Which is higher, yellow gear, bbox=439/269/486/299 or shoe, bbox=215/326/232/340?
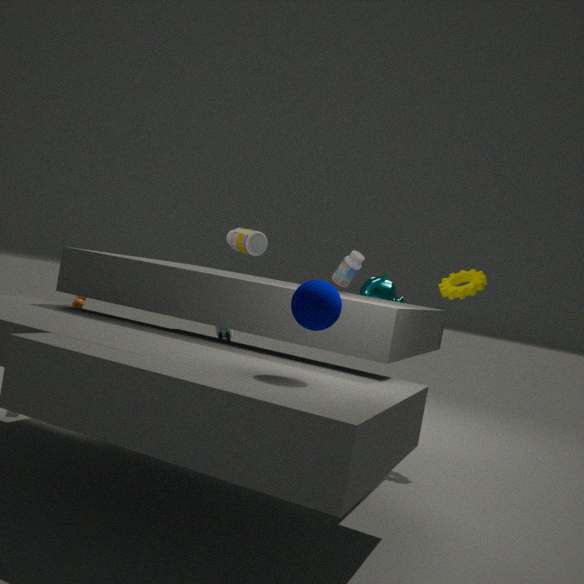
yellow gear, bbox=439/269/486/299
